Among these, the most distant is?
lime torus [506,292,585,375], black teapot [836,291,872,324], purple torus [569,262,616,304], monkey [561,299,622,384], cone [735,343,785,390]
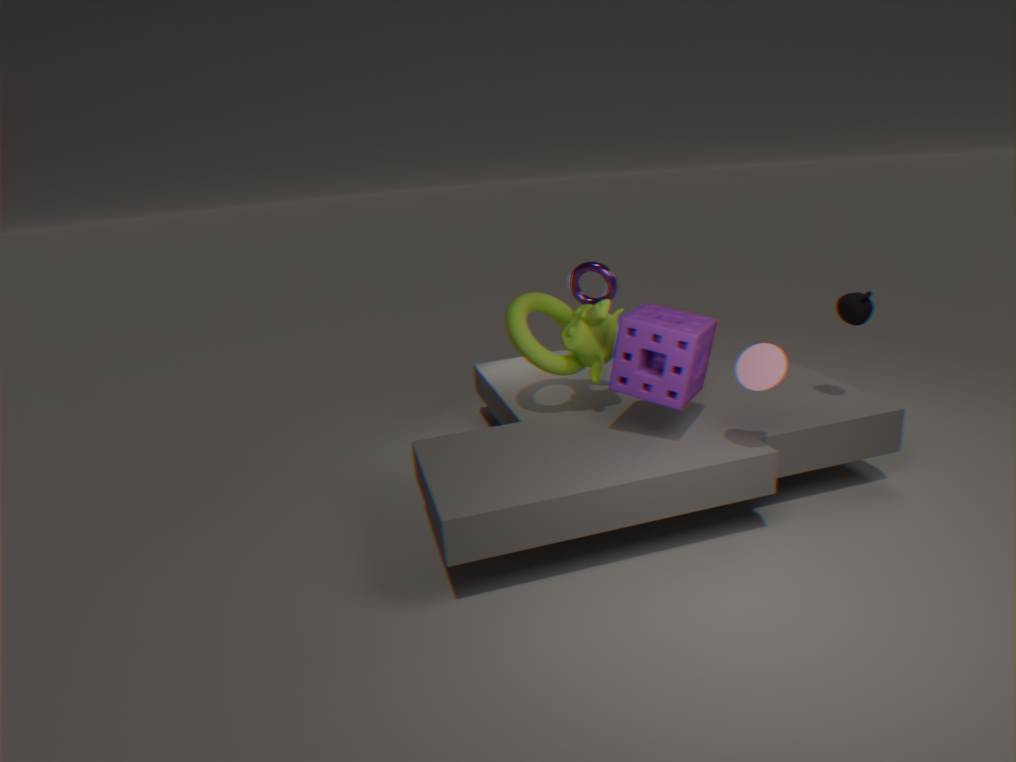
purple torus [569,262,616,304]
